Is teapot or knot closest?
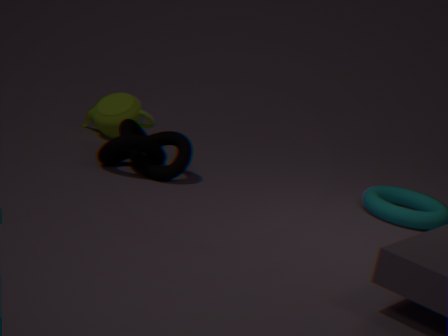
knot
